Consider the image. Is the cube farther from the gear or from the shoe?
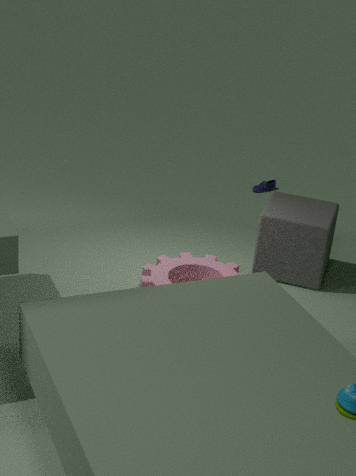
the shoe
